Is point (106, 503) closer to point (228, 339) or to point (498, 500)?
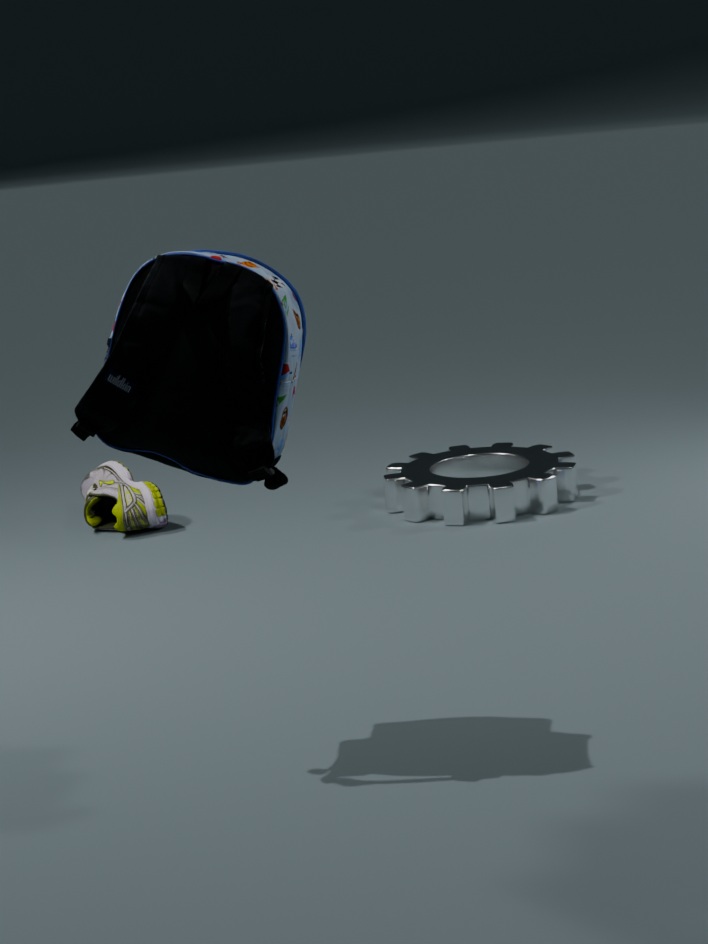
point (498, 500)
